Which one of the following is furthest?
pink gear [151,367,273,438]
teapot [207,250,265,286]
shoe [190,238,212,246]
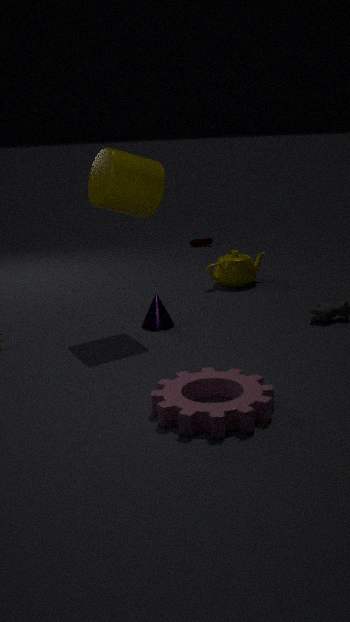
shoe [190,238,212,246]
